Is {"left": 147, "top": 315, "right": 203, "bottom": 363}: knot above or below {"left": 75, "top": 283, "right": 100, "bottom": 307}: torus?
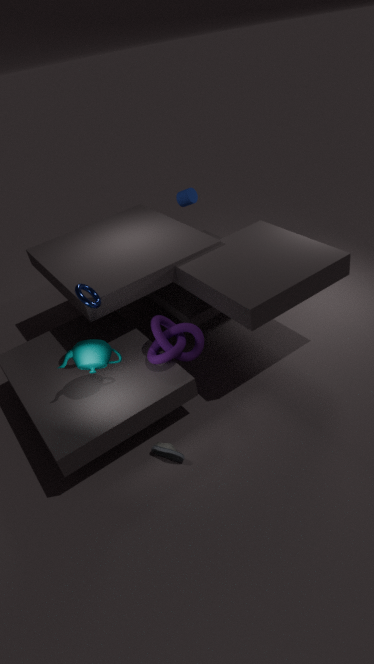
below
